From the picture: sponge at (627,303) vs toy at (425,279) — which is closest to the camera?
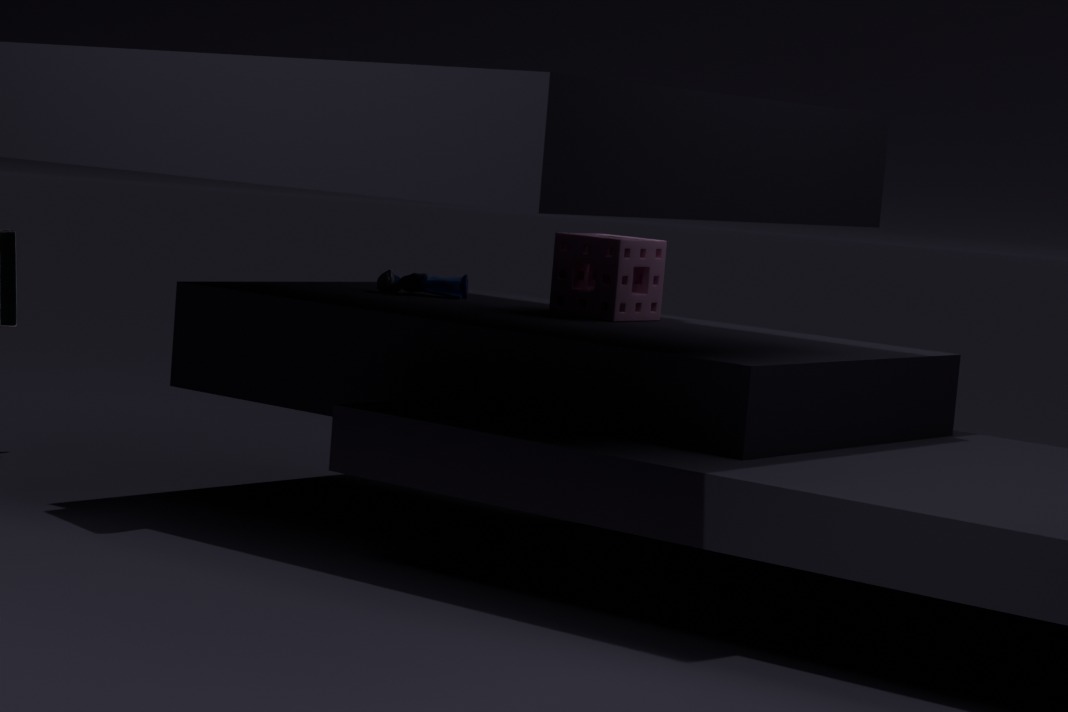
sponge at (627,303)
